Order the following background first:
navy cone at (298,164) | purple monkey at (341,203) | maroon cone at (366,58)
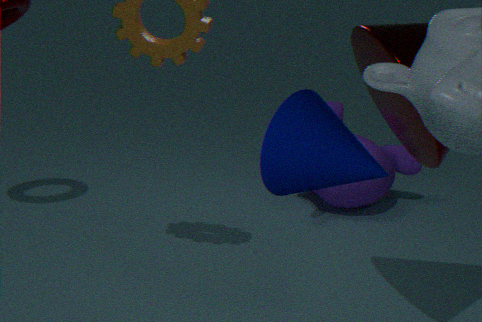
purple monkey at (341,203)
maroon cone at (366,58)
navy cone at (298,164)
